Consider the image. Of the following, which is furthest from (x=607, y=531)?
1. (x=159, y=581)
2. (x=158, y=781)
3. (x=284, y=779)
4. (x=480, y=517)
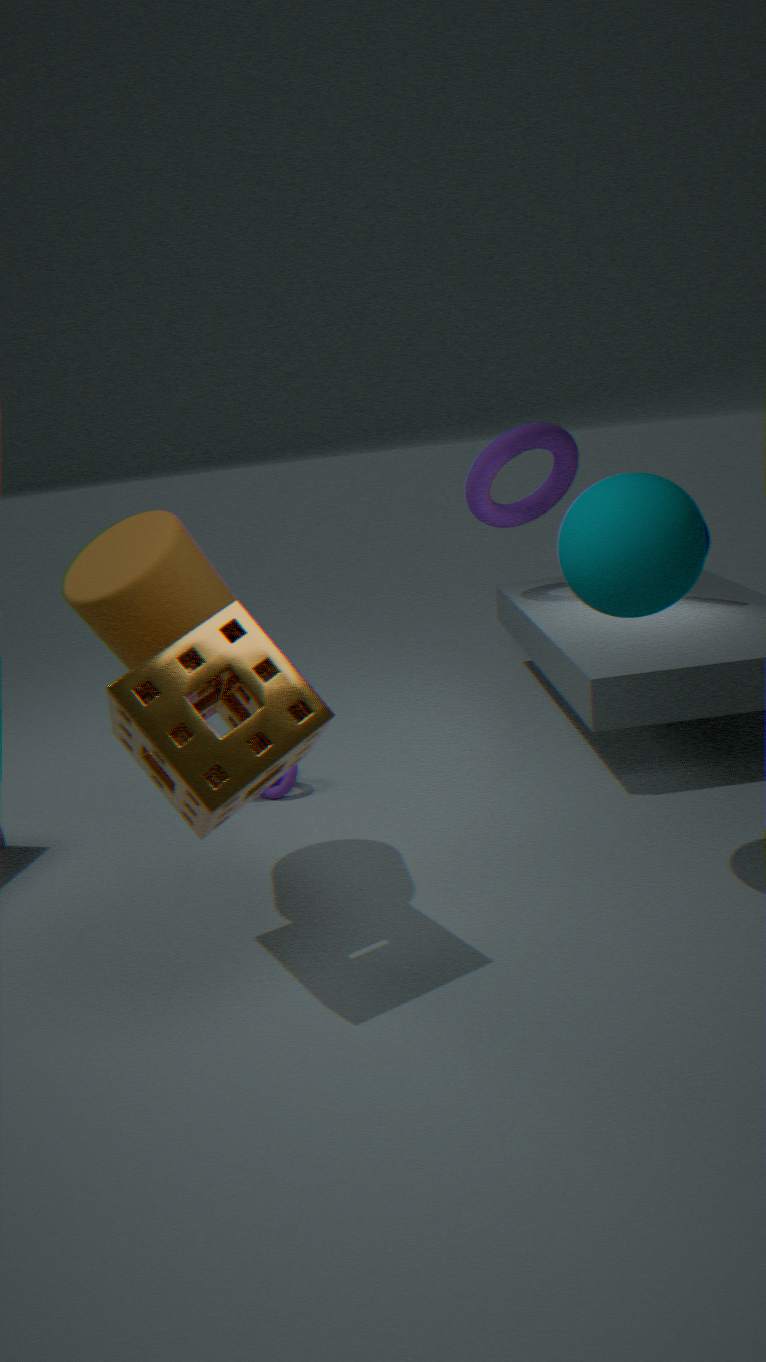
(x=480, y=517)
